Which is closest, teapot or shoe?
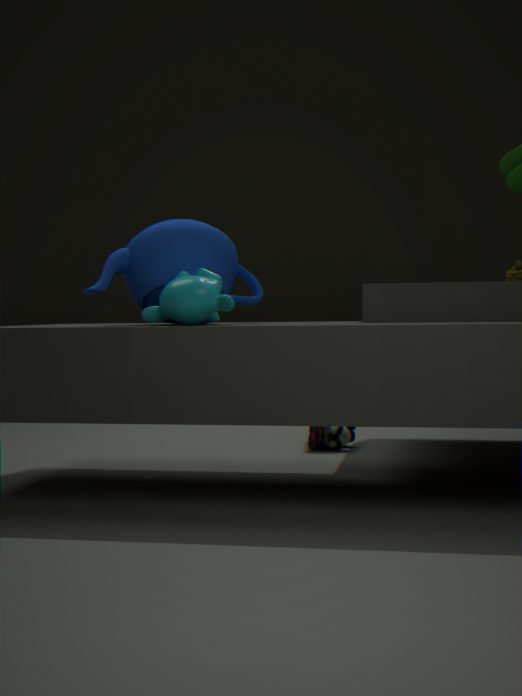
teapot
